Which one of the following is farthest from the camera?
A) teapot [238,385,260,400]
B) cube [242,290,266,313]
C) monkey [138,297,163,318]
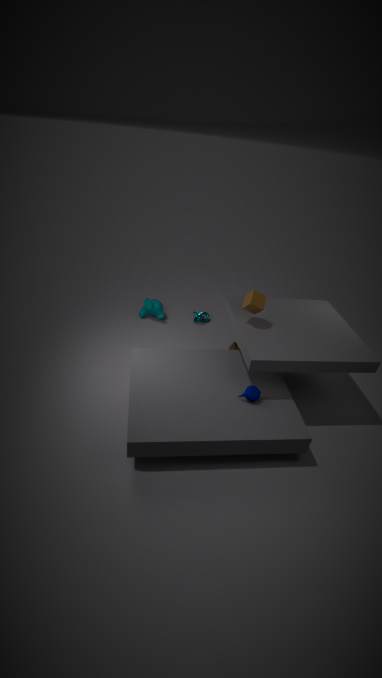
monkey [138,297,163,318]
